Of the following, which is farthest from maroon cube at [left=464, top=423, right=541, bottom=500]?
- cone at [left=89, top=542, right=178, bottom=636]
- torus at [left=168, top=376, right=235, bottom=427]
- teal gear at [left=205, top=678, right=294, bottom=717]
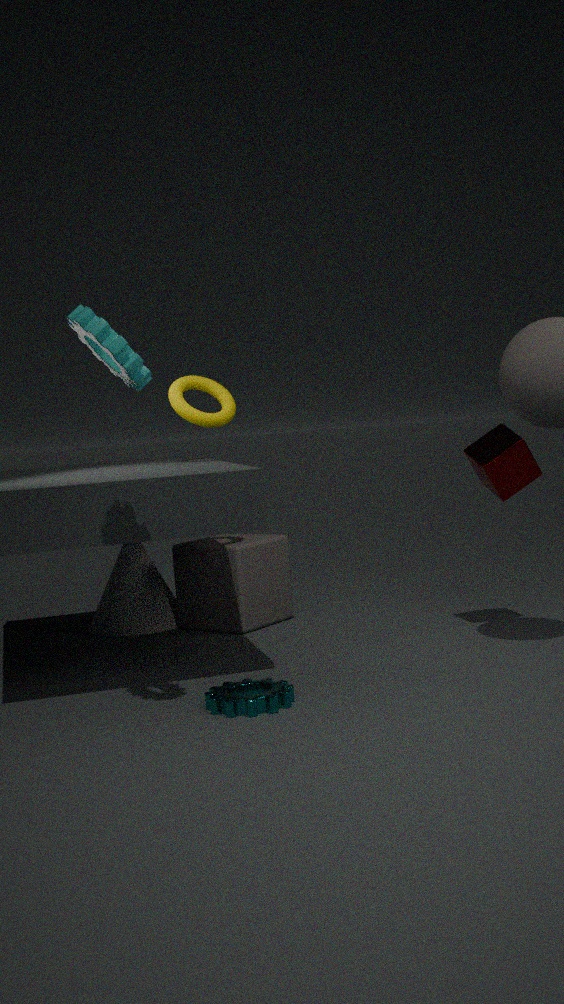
cone at [left=89, top=542, right=178, bottom=636]
